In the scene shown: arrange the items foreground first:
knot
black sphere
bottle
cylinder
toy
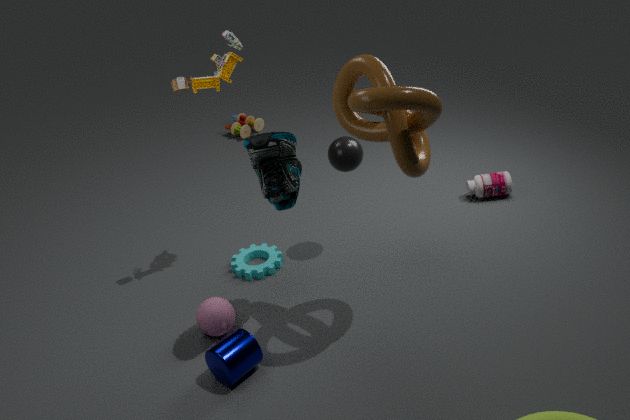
knot
cylinder
black sphere
bottle
toy
